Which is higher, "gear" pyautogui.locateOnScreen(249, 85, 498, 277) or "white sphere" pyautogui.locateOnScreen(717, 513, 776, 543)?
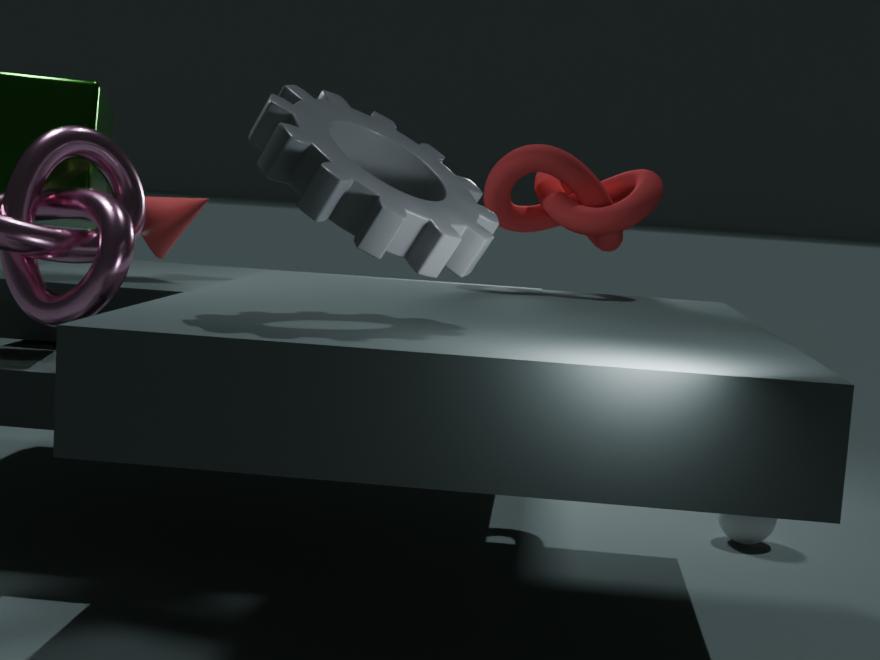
"gear" pyautogui.locateOnScreen(249, 85, 498, 277)
